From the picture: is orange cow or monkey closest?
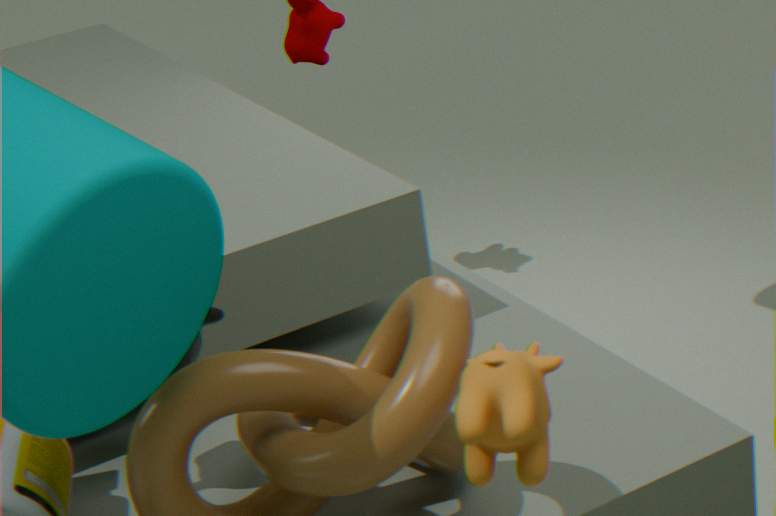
orange cow
